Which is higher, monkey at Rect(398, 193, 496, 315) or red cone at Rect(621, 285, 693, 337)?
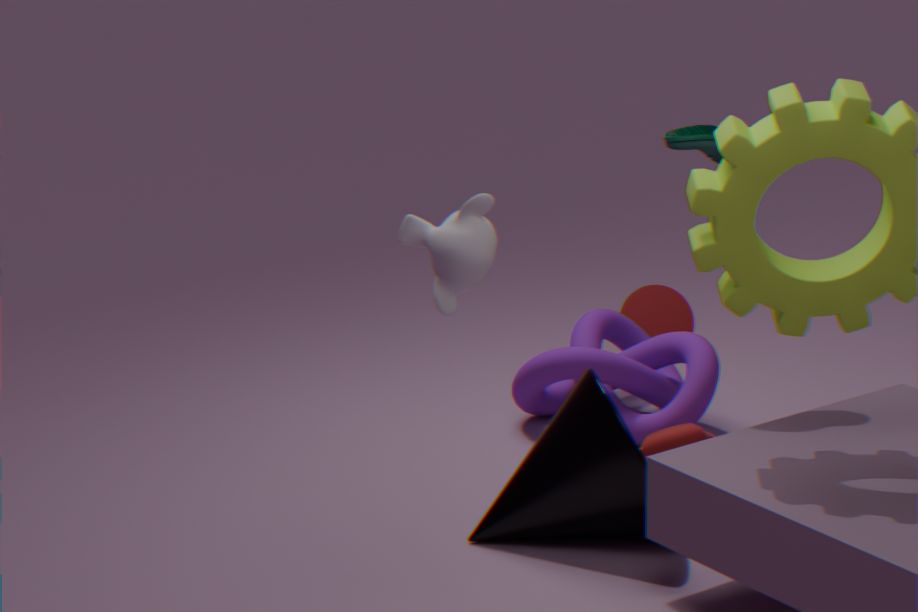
monkey at Rect(398, 193, 496, 315)
